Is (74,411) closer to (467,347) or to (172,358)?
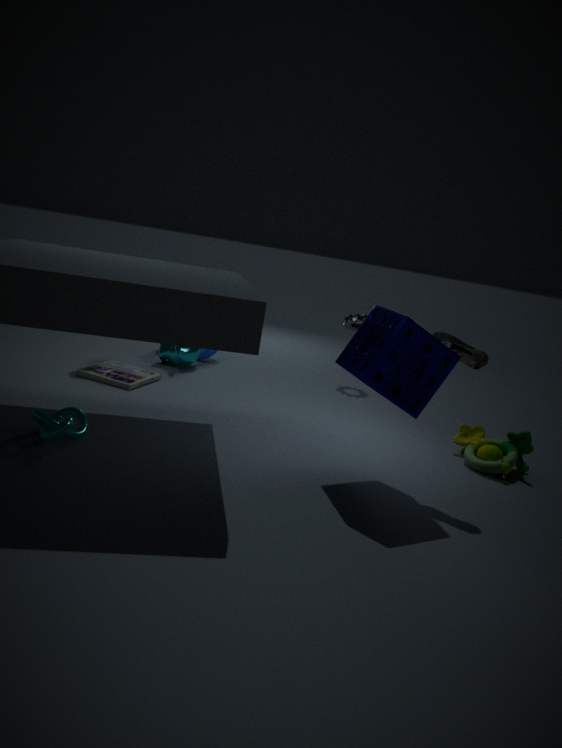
(172,358)
